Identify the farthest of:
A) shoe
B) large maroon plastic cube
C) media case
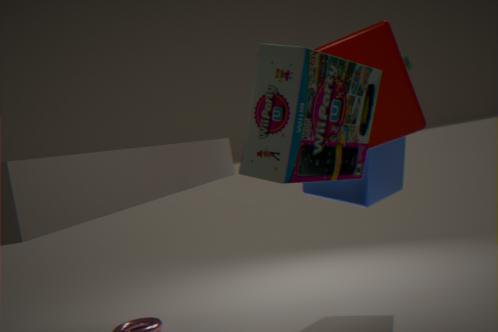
shoe
